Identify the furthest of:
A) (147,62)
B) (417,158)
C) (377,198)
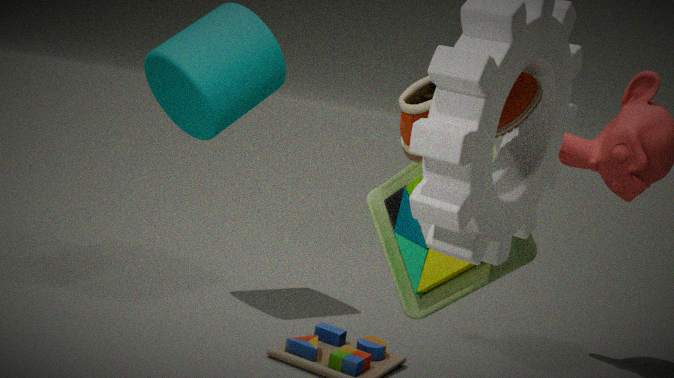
(147,62)
